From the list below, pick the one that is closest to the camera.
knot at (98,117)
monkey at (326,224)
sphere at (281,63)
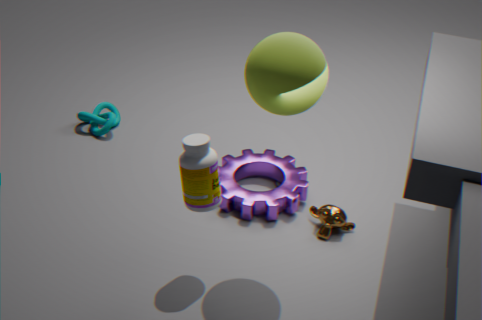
sphere at (281,63)
